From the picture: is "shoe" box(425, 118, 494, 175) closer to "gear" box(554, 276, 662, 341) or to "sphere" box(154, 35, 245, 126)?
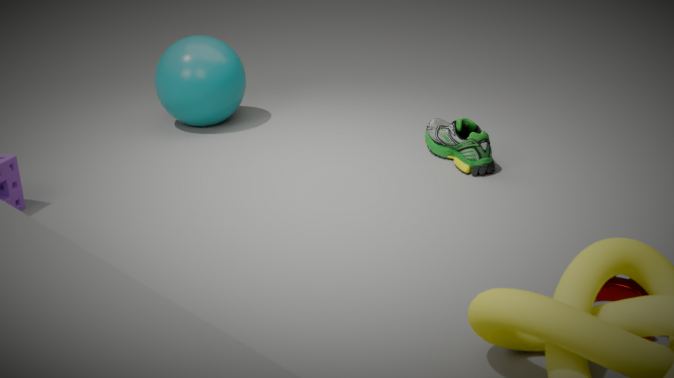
"sphere" box(154, 35, 245, 126)
